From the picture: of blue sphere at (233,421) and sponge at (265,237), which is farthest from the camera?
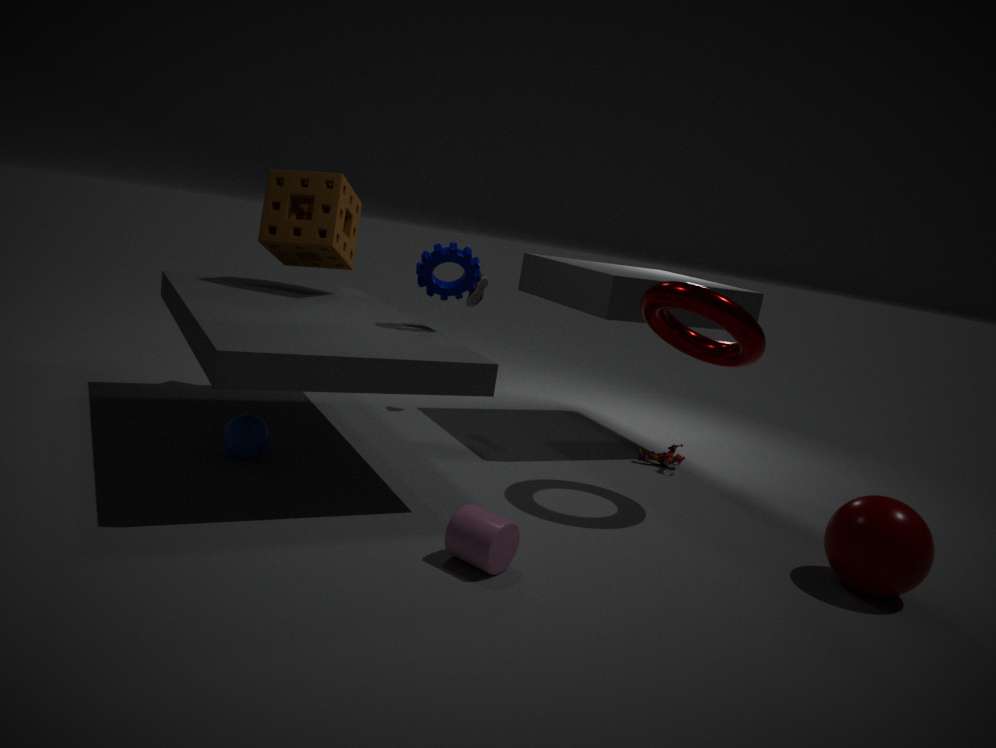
sponge at (265,237)
